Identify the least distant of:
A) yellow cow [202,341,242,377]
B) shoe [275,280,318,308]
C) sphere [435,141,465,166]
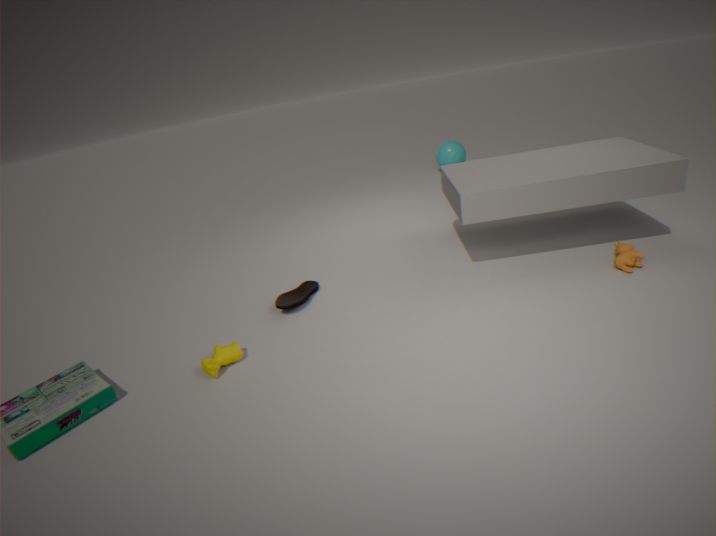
yellow cow [202,341,242,377]
